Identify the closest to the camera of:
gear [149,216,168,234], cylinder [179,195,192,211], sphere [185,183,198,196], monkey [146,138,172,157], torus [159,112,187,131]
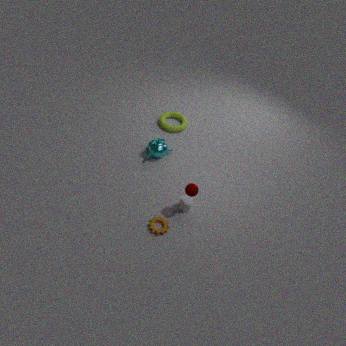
sphere [185,183,198,196]
